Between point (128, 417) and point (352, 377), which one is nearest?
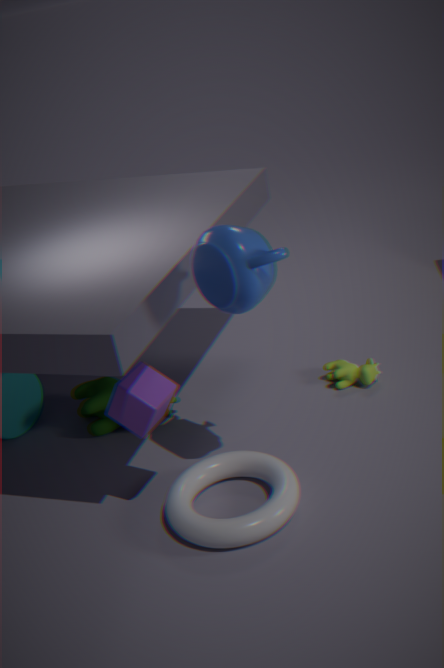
point (128, 417)
